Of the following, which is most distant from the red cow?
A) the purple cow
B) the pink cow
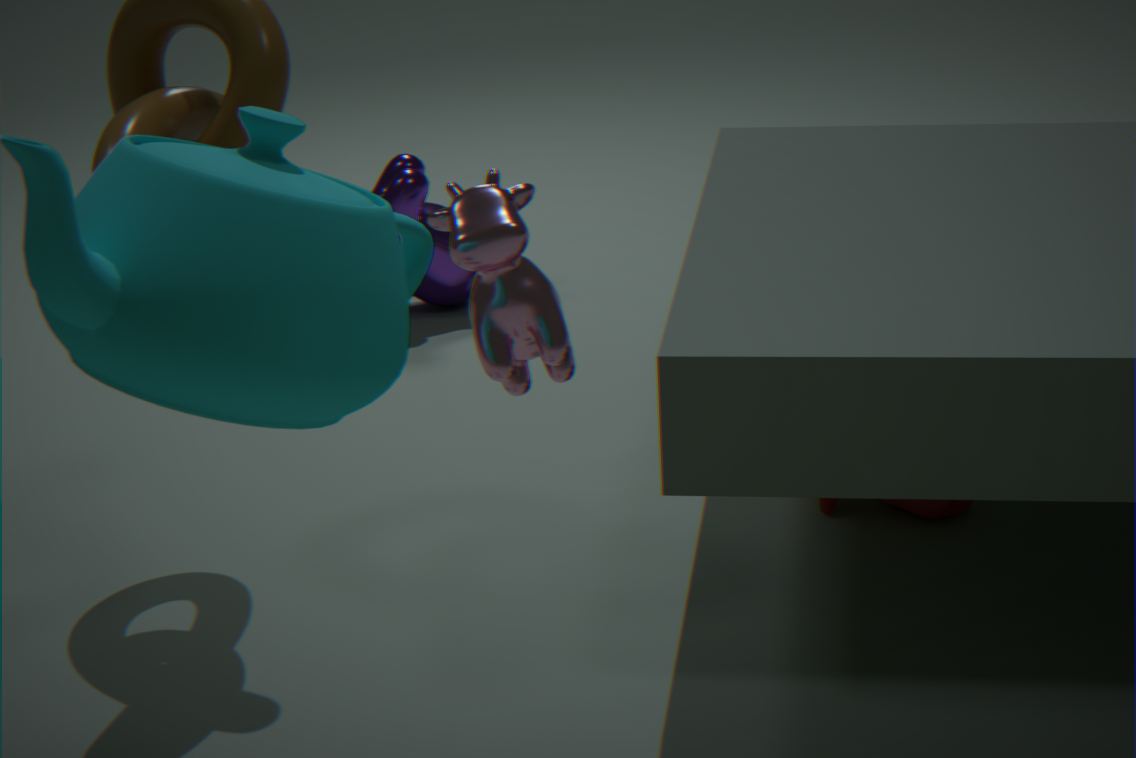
the purple cow
